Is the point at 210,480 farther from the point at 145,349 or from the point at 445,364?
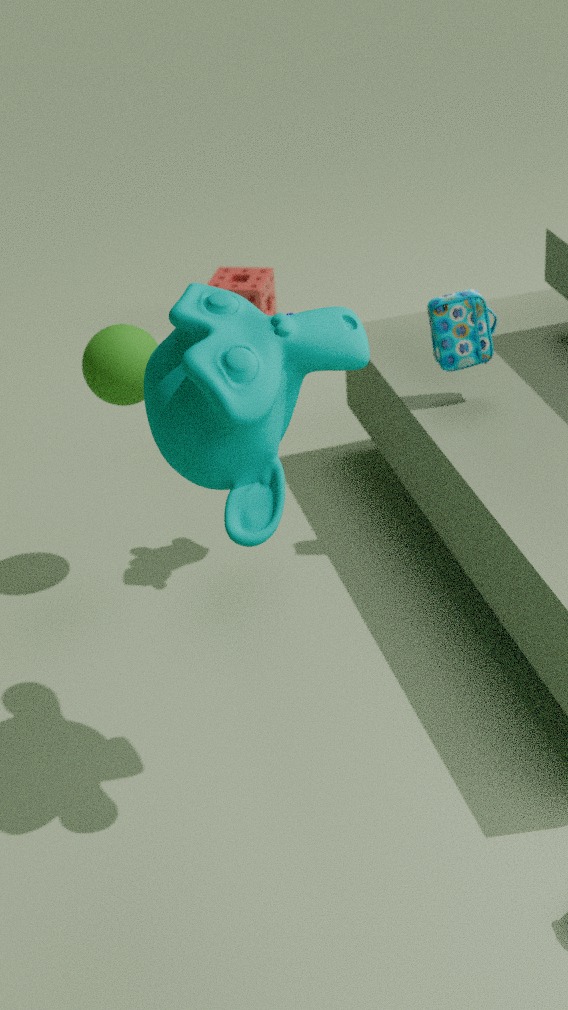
the point at 445,364
